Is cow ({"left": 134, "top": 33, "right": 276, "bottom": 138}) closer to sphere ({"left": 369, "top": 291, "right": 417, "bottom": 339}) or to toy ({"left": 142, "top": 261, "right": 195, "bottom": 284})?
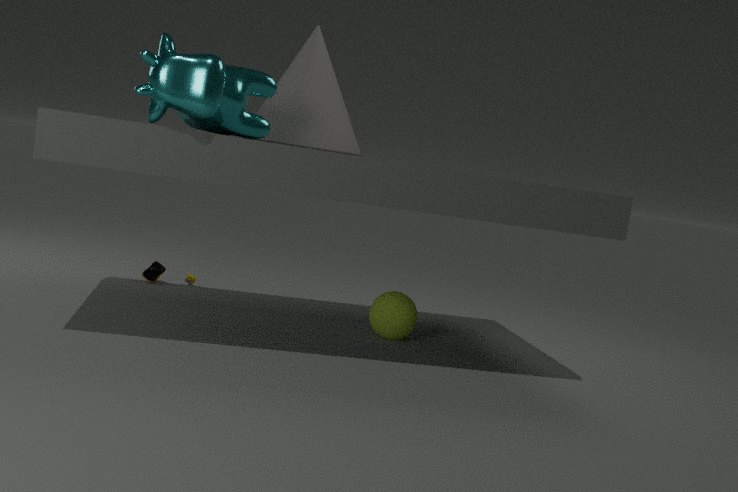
sphere ({"left": 369, "top": 291, "right": 417, "bottom": 339})
